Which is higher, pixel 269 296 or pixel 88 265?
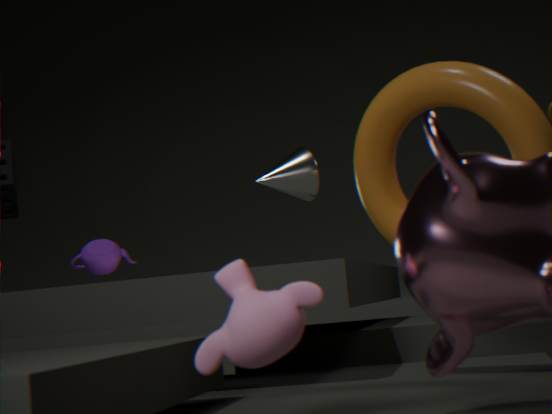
pixel 88 265
